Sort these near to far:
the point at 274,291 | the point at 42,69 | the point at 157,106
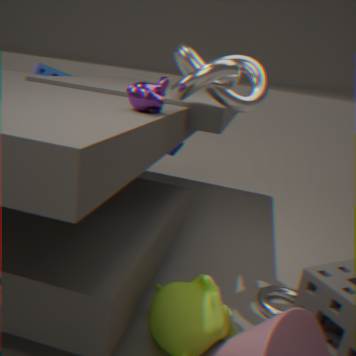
the point at 157,106
the point at 274,291
the point at 42,69
